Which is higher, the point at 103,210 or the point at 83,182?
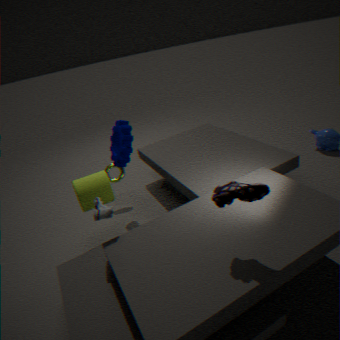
the point at 103,210
